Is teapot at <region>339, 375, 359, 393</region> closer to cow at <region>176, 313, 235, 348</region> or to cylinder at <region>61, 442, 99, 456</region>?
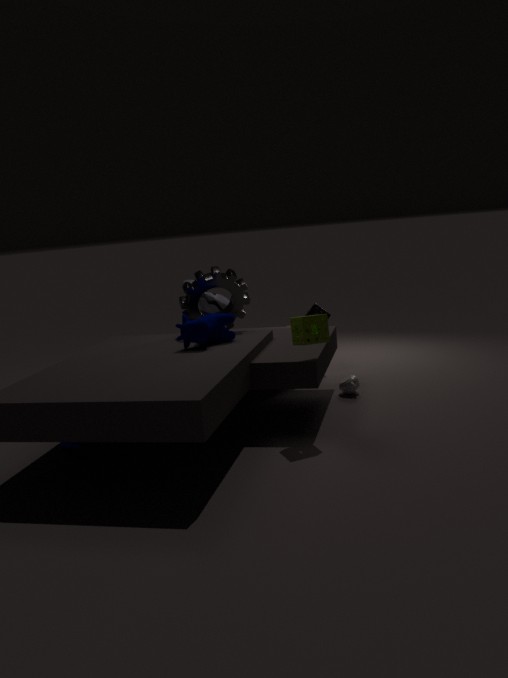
cow at <region>176, 313, 235, 348</region>
